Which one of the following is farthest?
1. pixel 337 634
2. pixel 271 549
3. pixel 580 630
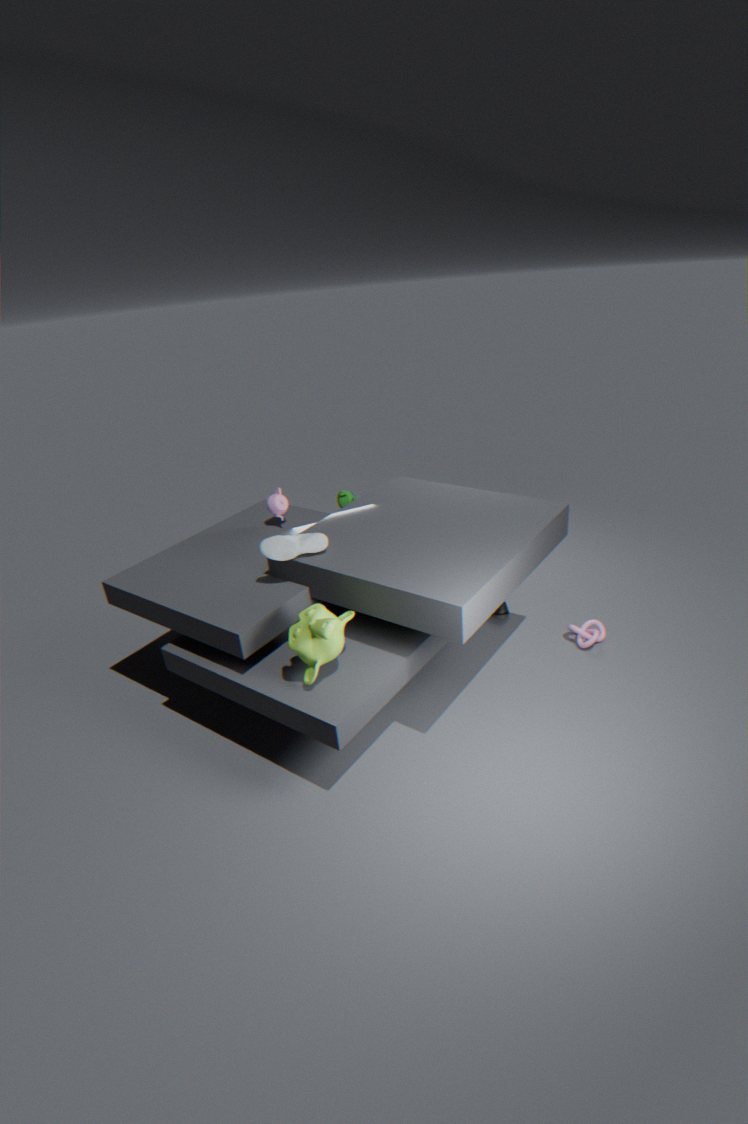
pixel 580 630
